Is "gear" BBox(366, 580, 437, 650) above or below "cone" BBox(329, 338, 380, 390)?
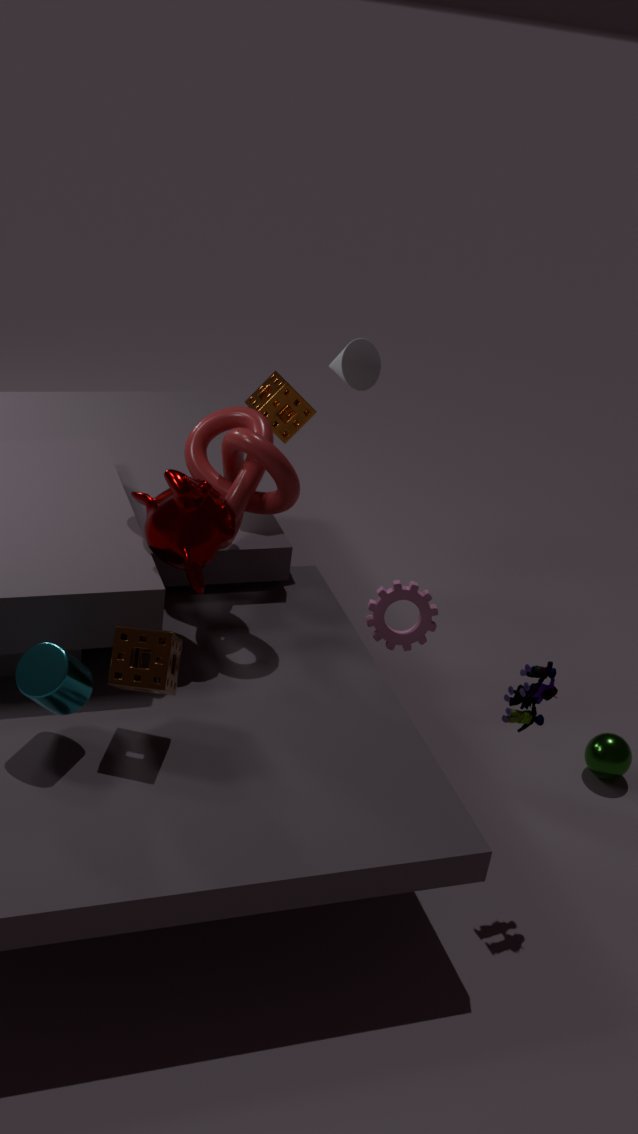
below
